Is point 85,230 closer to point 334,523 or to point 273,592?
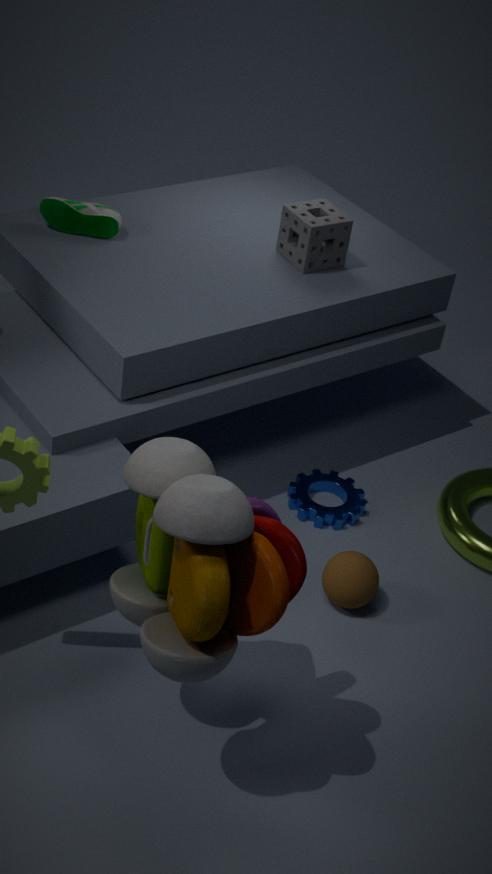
point 334,523
